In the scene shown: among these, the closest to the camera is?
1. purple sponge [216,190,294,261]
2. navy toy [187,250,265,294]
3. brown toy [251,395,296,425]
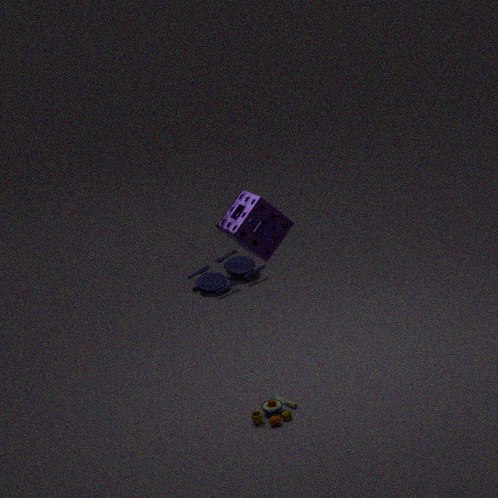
purple sponge [216,190,294,261]
